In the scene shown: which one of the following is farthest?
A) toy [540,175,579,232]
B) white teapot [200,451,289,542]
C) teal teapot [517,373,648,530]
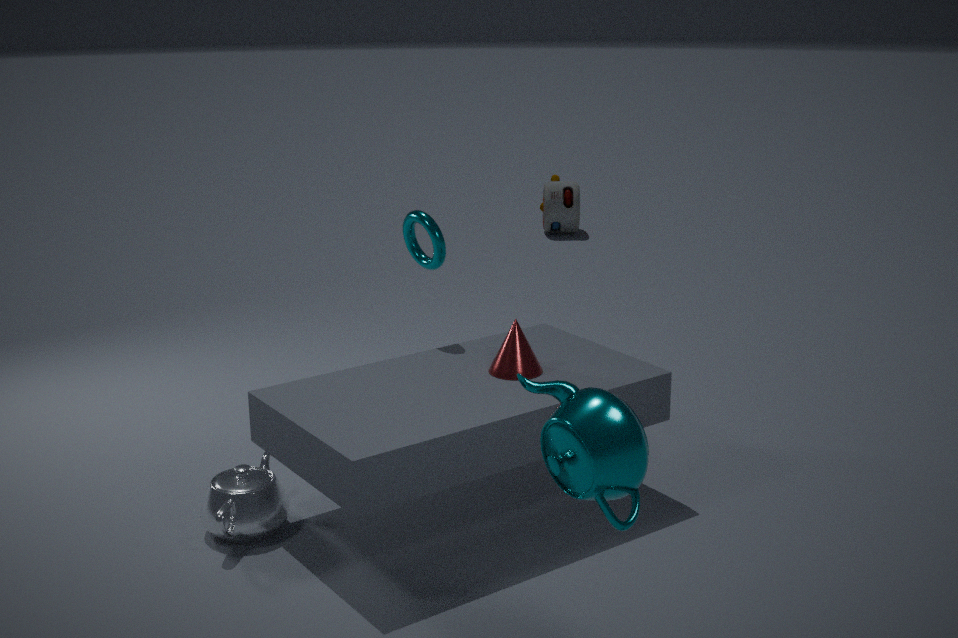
toy [540,175,579,232]
